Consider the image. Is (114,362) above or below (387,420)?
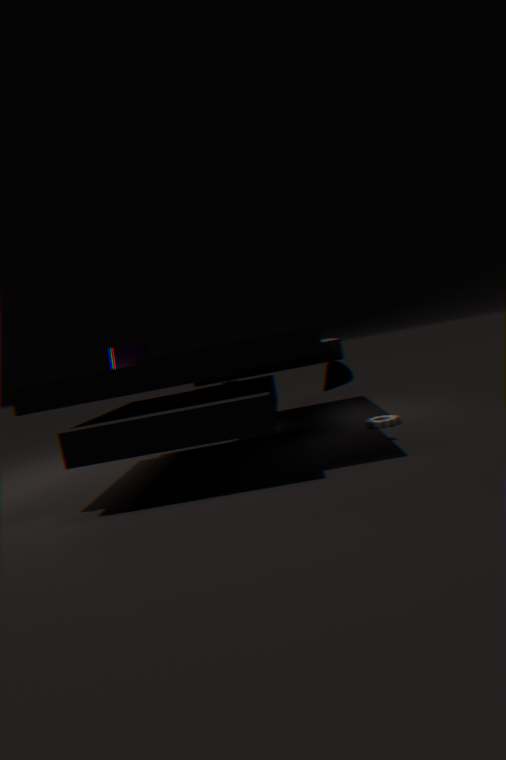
above
